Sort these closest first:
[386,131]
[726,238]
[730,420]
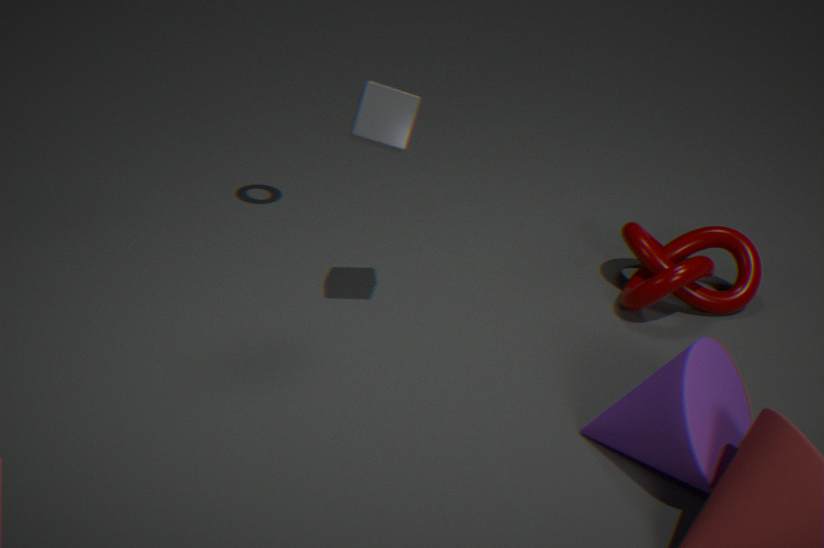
[730,420], [386,131], [726,238]
